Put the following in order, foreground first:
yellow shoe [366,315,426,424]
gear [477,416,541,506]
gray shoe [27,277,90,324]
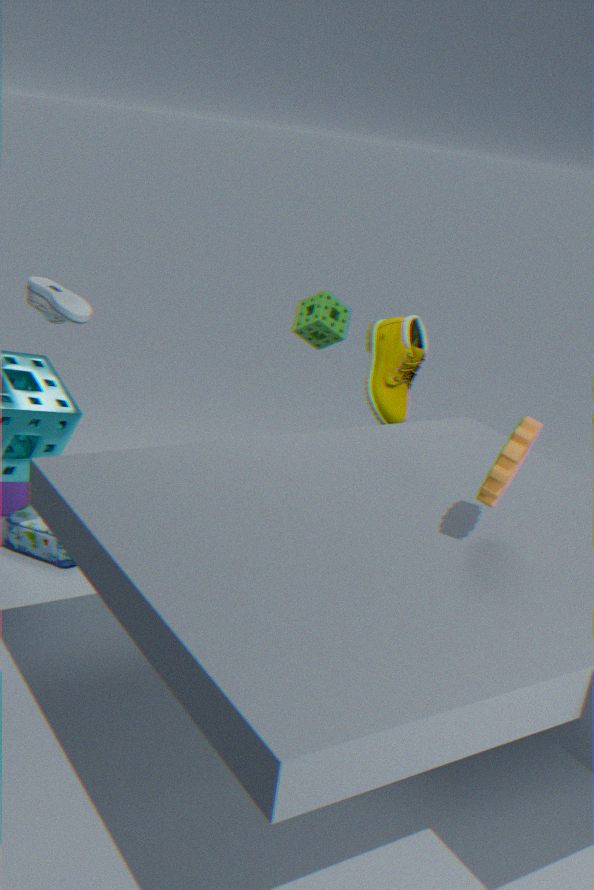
gear [477,416,541,506], gray shoe [27,277,90,324], yellow shoe [366,315,426,424]
